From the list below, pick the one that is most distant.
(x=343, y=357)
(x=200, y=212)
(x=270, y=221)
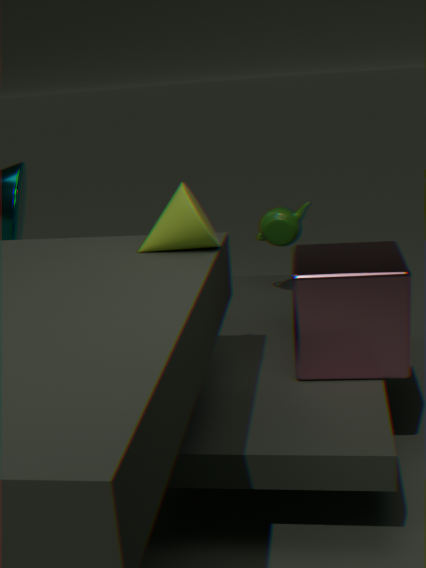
Answer: (x=270, y=221)
